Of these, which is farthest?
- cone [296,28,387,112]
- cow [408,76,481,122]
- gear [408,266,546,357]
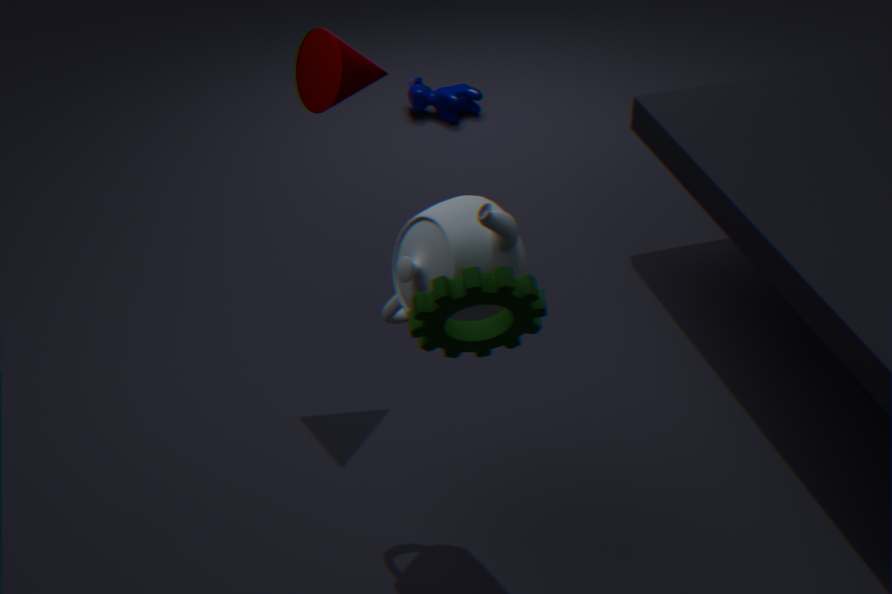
cow [408,76,481,122]
